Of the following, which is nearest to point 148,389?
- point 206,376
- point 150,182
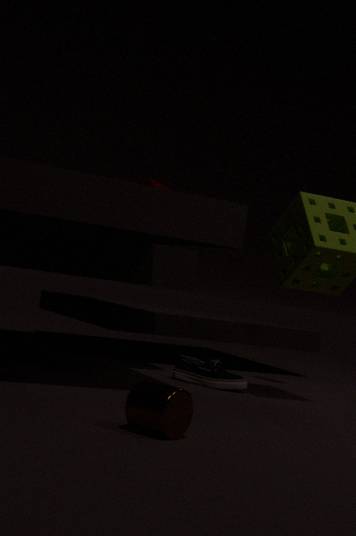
point 206,376
